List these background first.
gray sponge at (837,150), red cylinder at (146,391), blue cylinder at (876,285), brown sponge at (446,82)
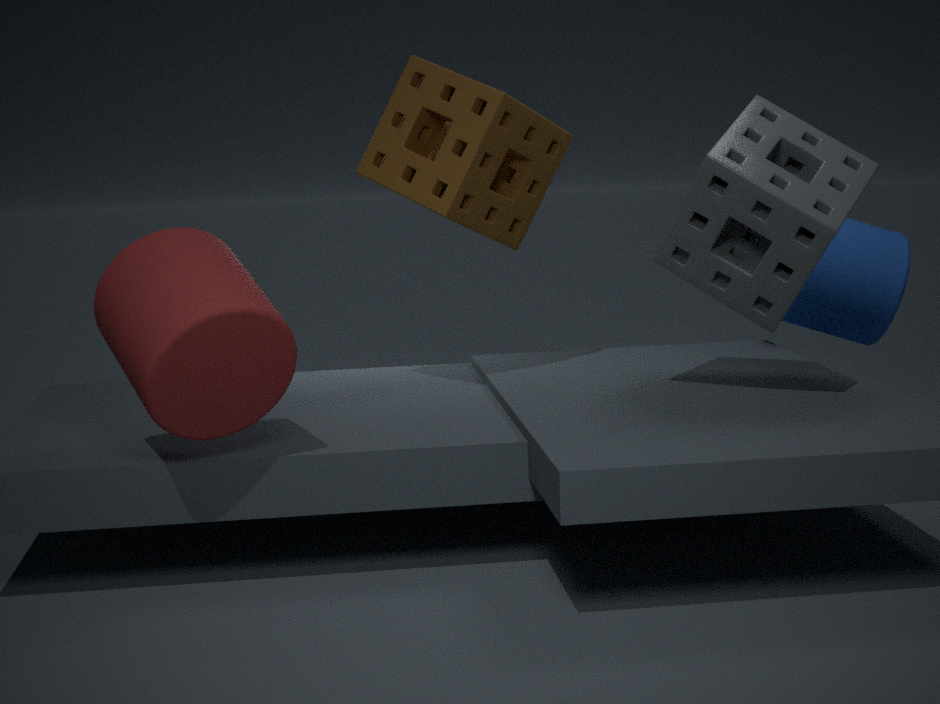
blue cylinder at (876,285) → brown sponge at (446,82) → gray sponge at (837,150) → red cylinder at (146,391)
